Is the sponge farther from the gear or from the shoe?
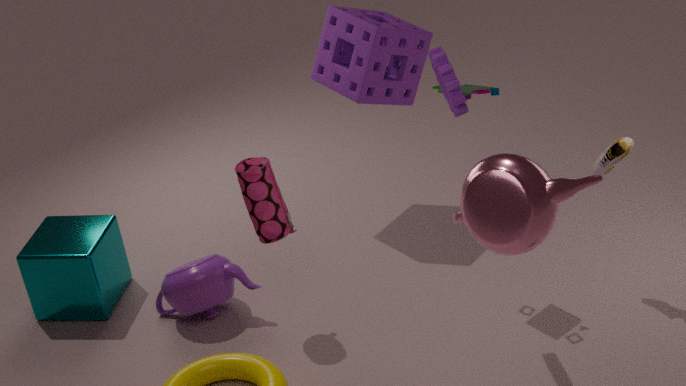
the shoe
